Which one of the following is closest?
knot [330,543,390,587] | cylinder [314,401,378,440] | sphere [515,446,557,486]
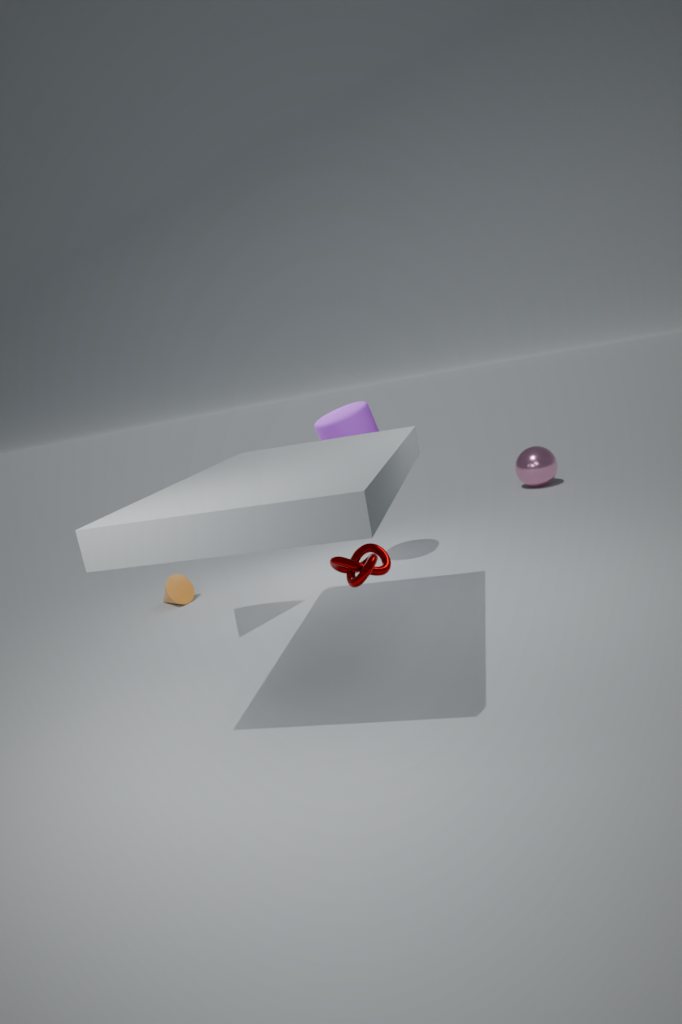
knot [330,543,390,587]
